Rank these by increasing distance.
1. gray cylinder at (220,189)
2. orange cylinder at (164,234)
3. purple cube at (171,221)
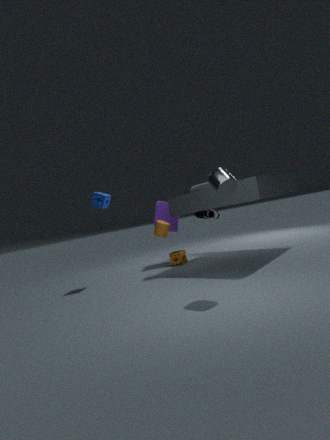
gray cylinder at (220,189) → orange cylinder at (164,234) → purple cube at (171,221)
